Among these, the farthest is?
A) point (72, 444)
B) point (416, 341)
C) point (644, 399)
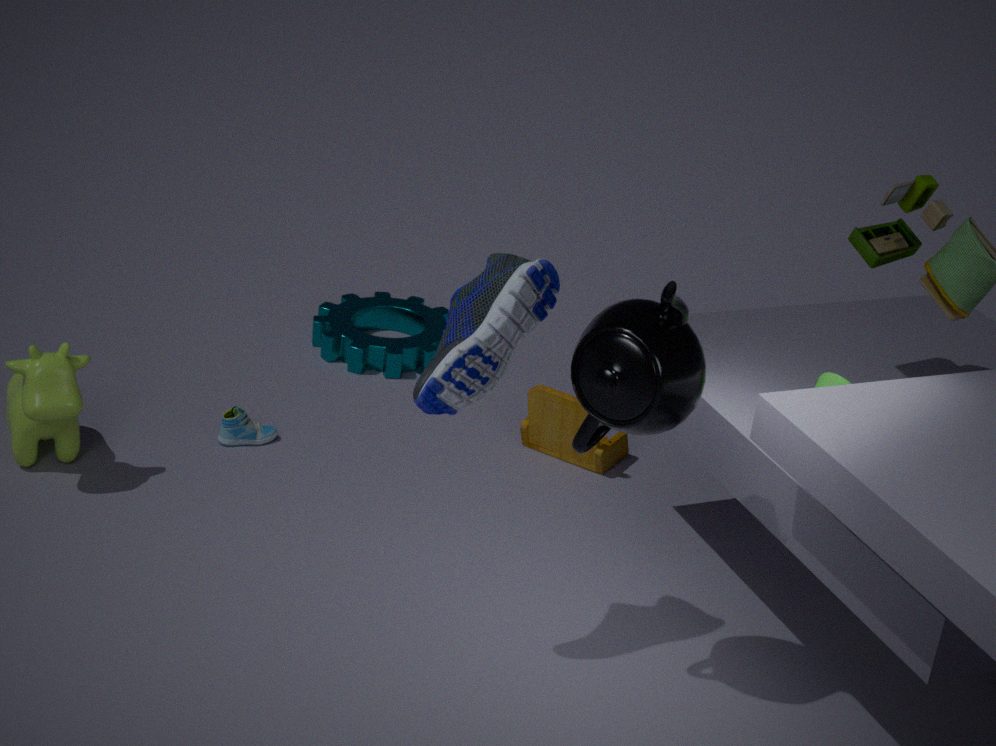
point (416, 341)
